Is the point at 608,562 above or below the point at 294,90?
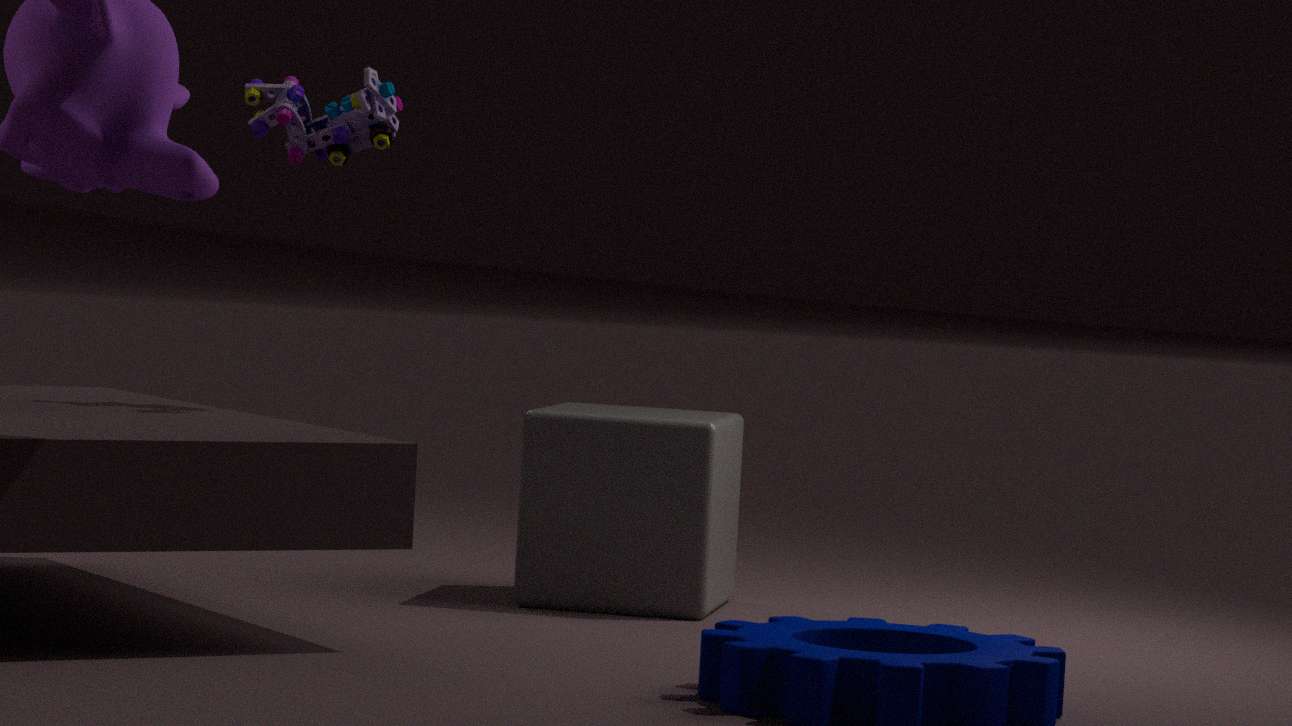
below
